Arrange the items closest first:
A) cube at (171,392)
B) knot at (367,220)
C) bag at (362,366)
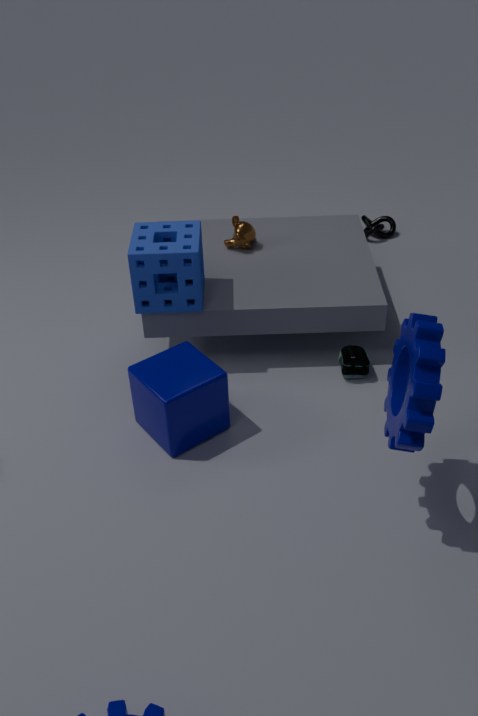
cube at (171,392) < bag at (362,366) < knot at (367,220)
